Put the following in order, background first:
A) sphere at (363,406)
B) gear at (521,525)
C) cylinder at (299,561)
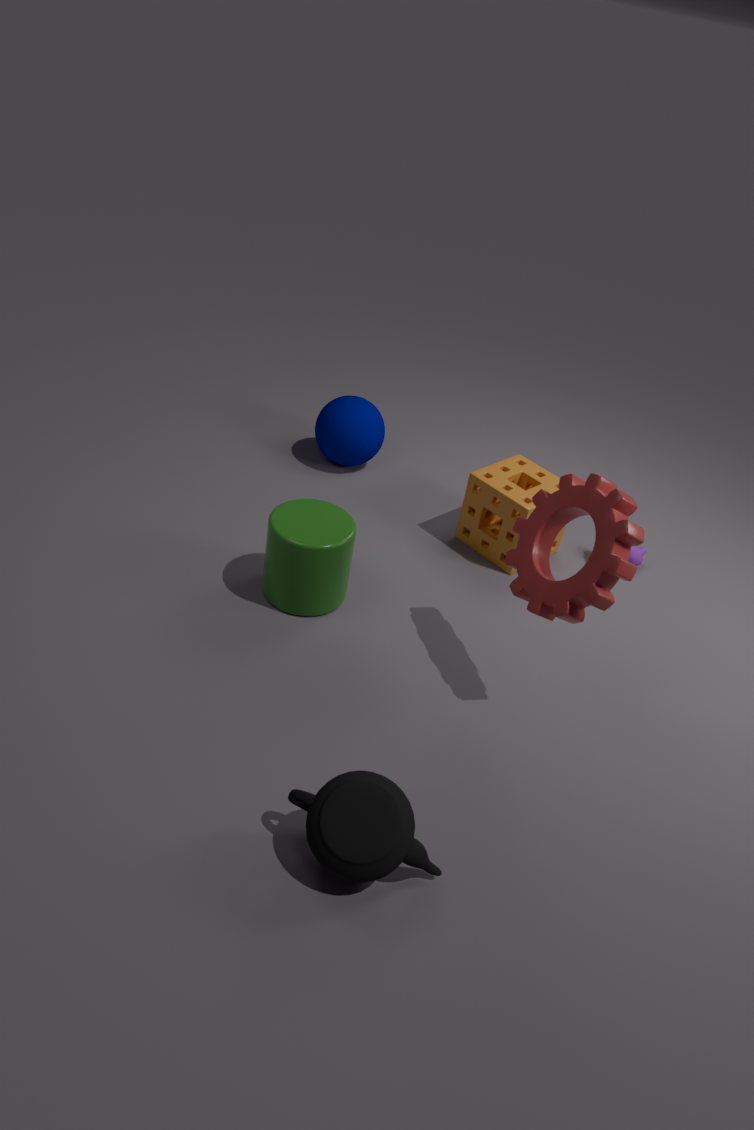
sphere at (363,406), cylinder at (299,561), gear at (521,525)
